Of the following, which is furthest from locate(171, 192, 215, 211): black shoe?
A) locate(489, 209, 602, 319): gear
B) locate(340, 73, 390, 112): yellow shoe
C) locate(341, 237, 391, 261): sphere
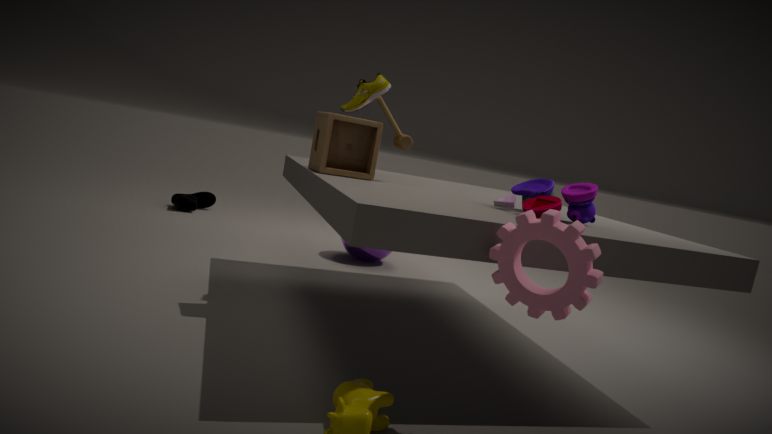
locate(489, 209, 602, 319): gear
